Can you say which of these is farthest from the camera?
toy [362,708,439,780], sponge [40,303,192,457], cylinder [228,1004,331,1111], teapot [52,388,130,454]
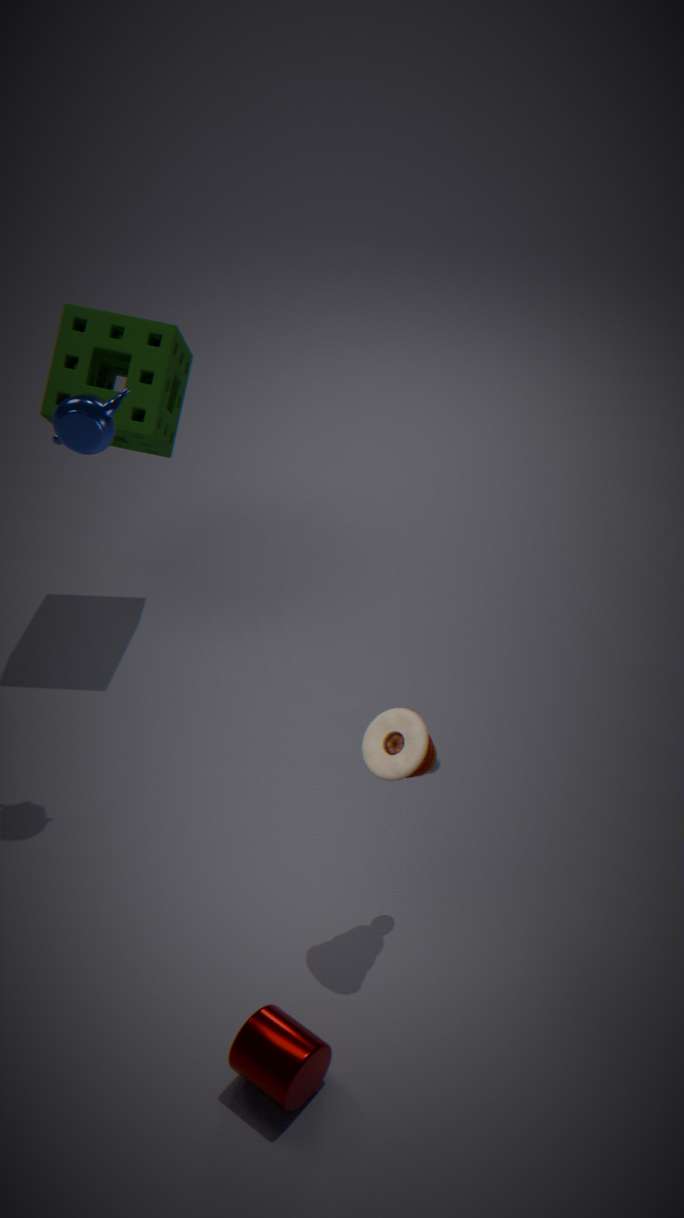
sponge [40,303,192,457]
